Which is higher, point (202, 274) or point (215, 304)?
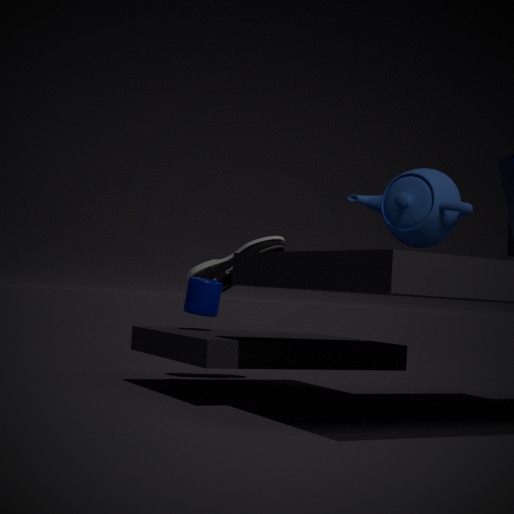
point (202, 274)
